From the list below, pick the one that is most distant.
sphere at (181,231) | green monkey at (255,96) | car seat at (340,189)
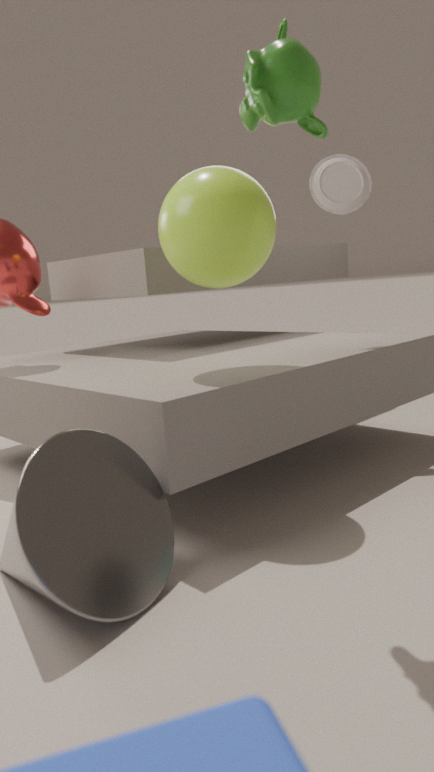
car seat at (340,189)
